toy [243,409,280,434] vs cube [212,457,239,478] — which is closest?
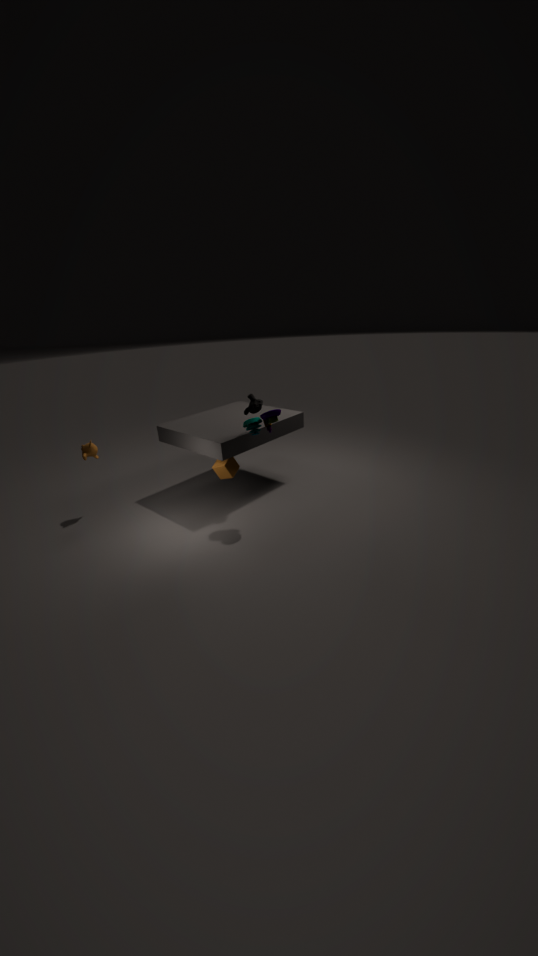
toy [243,409,280,434]
